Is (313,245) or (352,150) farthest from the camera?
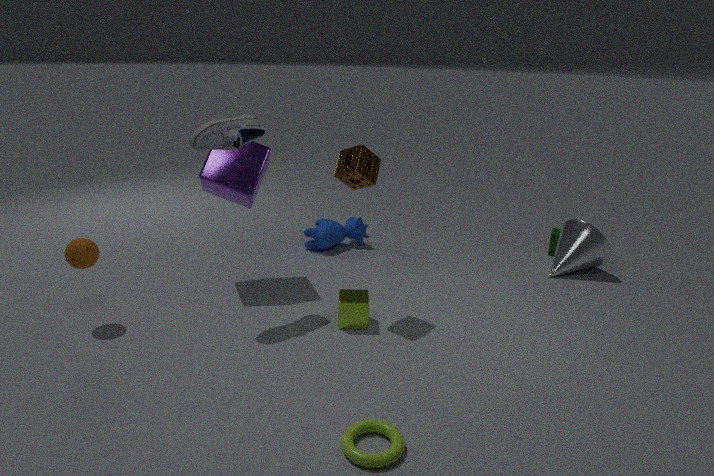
(313,245)
